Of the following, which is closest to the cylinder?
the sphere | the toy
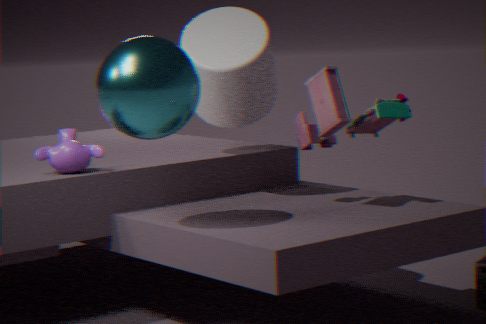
Result: the toy
